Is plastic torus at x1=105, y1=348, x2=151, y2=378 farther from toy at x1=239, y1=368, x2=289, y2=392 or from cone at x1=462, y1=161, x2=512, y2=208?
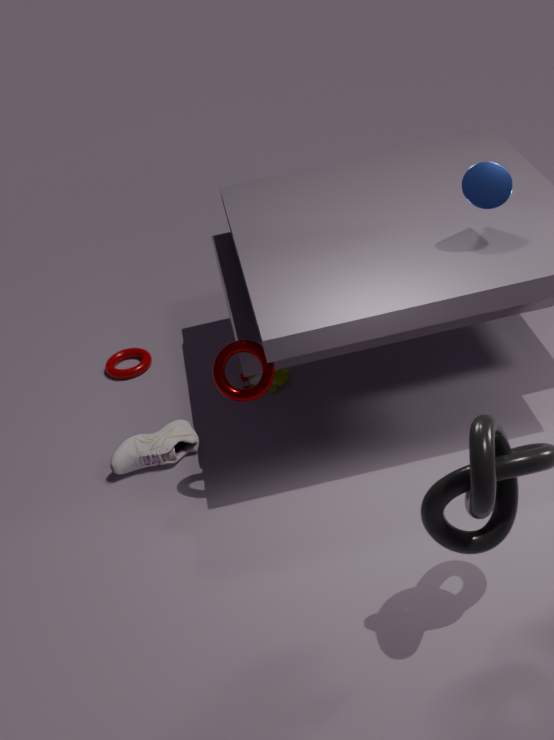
cone at x1=462, y1=161, x2=512, y2=208
